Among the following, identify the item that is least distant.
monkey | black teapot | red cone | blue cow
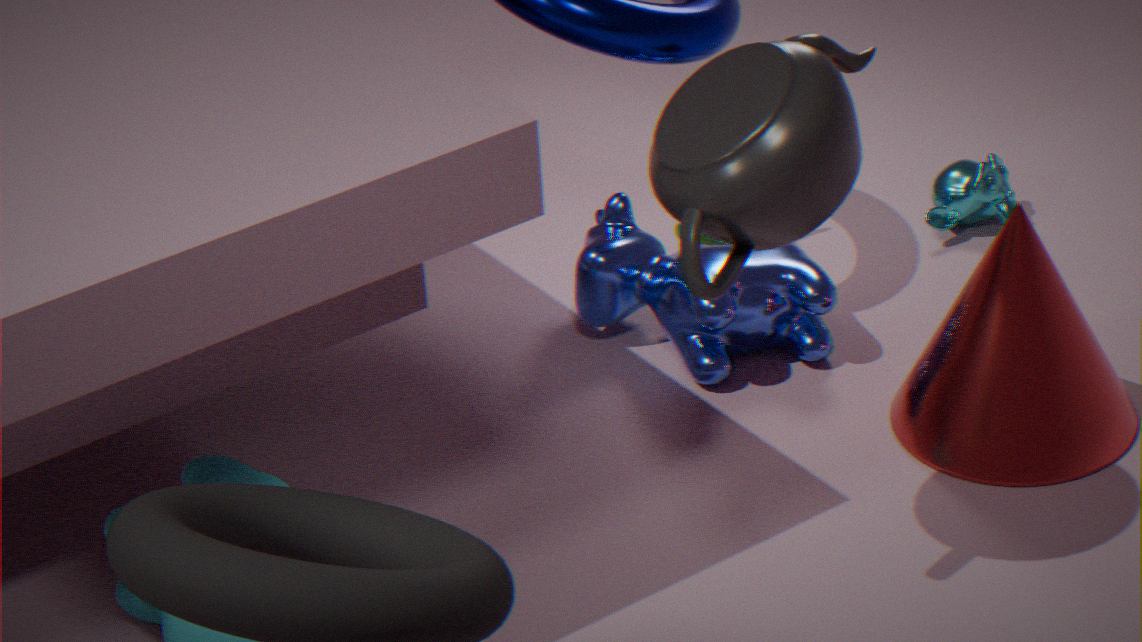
black teapot
